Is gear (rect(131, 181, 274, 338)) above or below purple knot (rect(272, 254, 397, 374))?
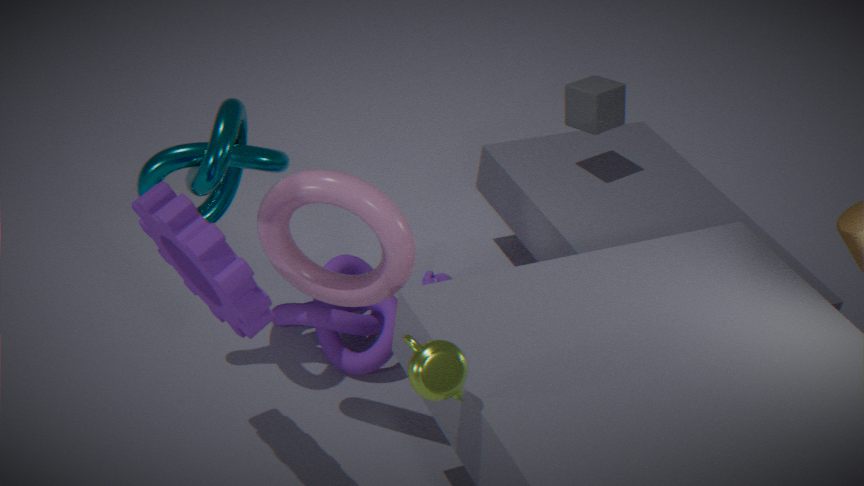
above
